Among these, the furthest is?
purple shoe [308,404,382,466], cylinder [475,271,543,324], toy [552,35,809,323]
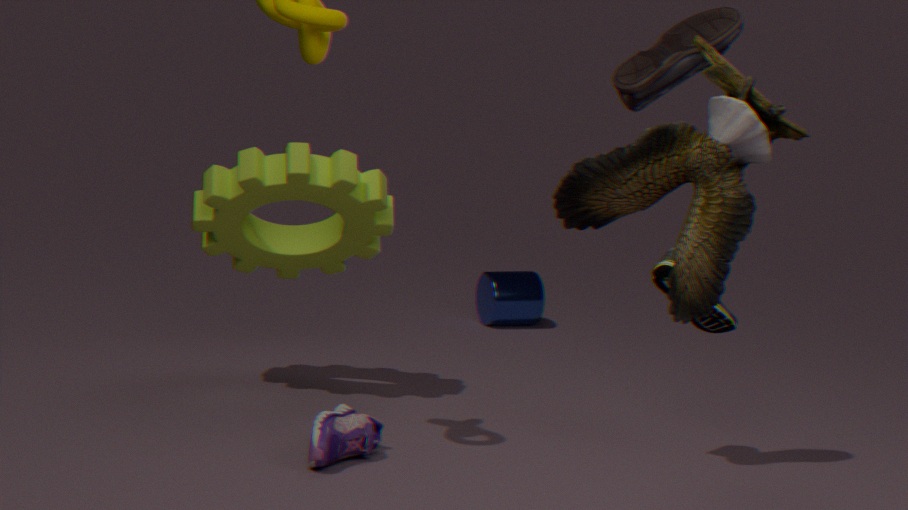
cylinder [475,271,543,324]
